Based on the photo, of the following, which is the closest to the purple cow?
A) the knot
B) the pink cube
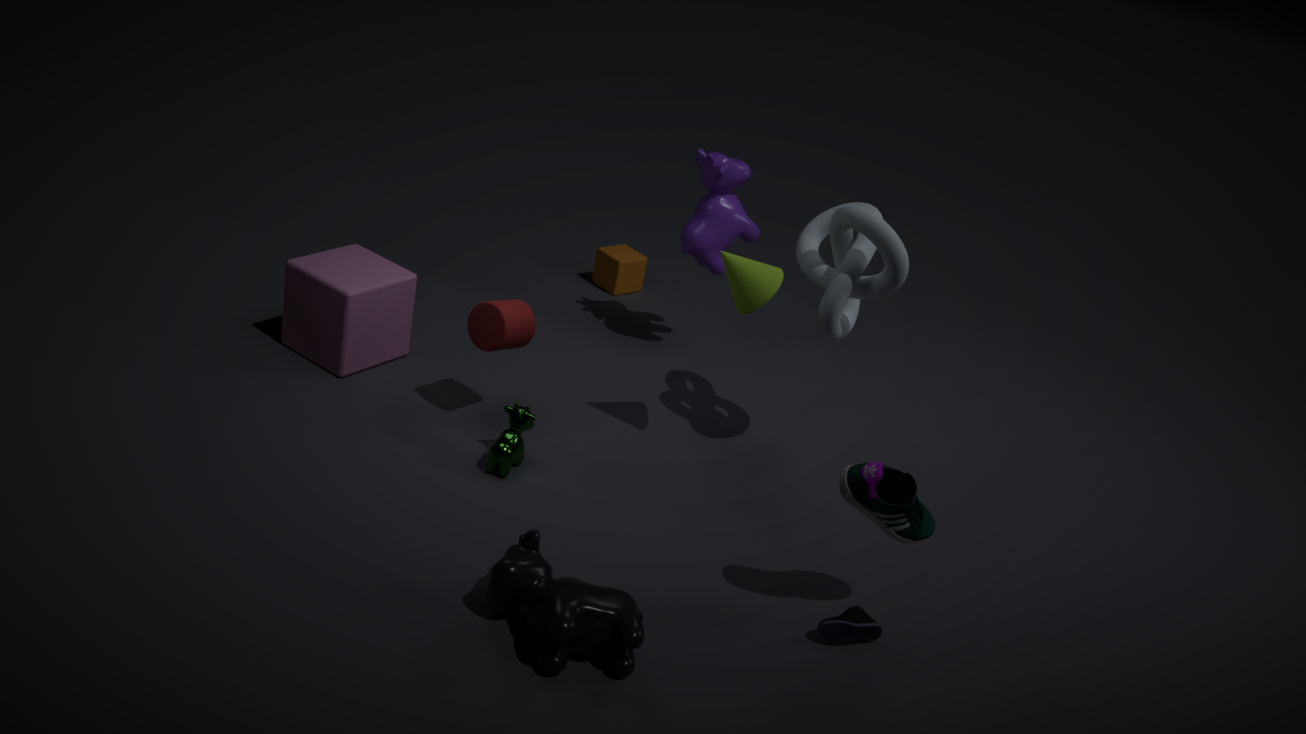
the knot
